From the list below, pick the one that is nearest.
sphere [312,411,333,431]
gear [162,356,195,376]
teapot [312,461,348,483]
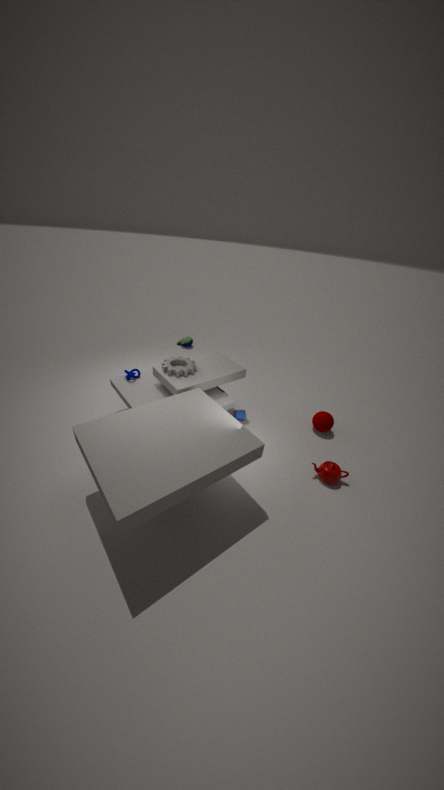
teapot [312,461,348,483]
